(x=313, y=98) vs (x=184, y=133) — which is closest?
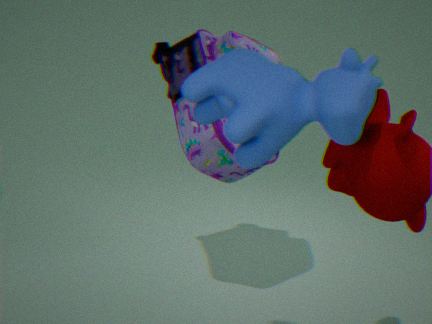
(x=313, y=98)
